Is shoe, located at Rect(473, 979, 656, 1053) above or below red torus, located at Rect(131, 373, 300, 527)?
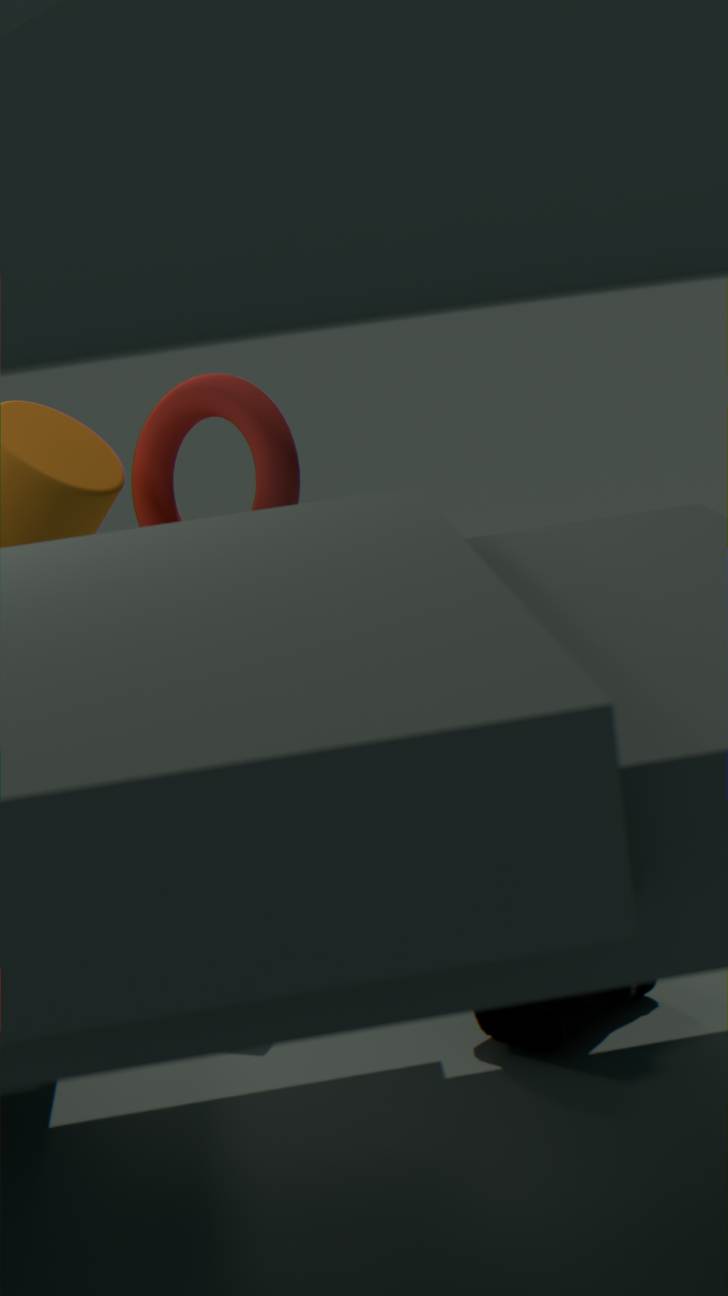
below
